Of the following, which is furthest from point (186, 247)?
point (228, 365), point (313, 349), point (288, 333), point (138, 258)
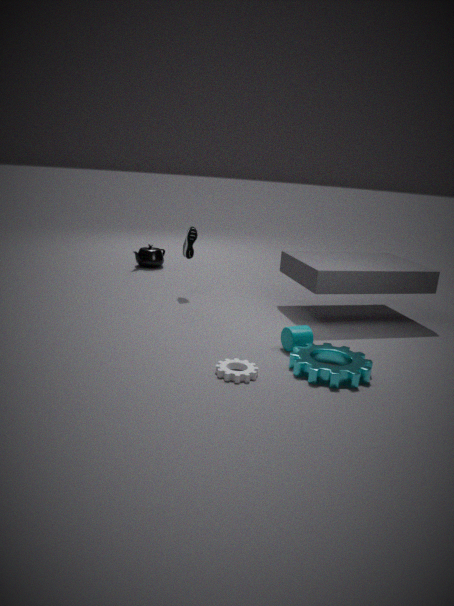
point (313, 349)
